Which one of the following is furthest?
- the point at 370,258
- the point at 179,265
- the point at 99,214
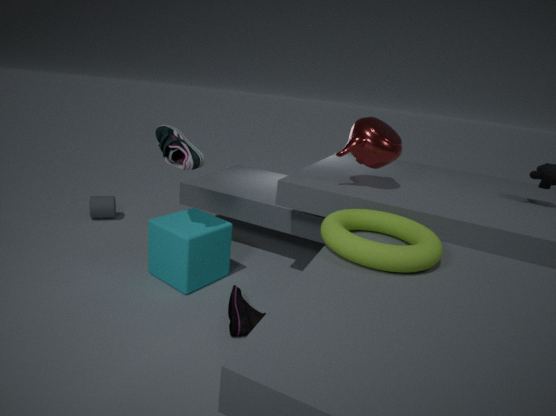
the point at 99,214
